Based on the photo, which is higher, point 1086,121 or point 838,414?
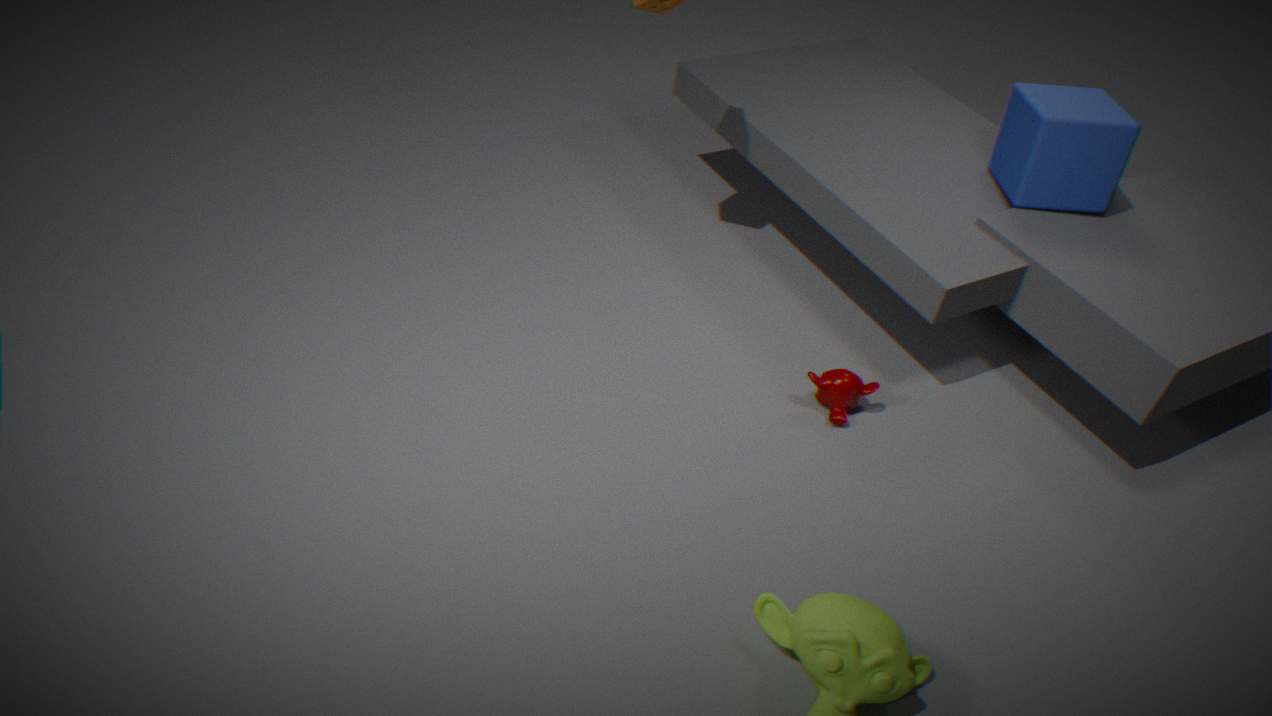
point 1086,121
